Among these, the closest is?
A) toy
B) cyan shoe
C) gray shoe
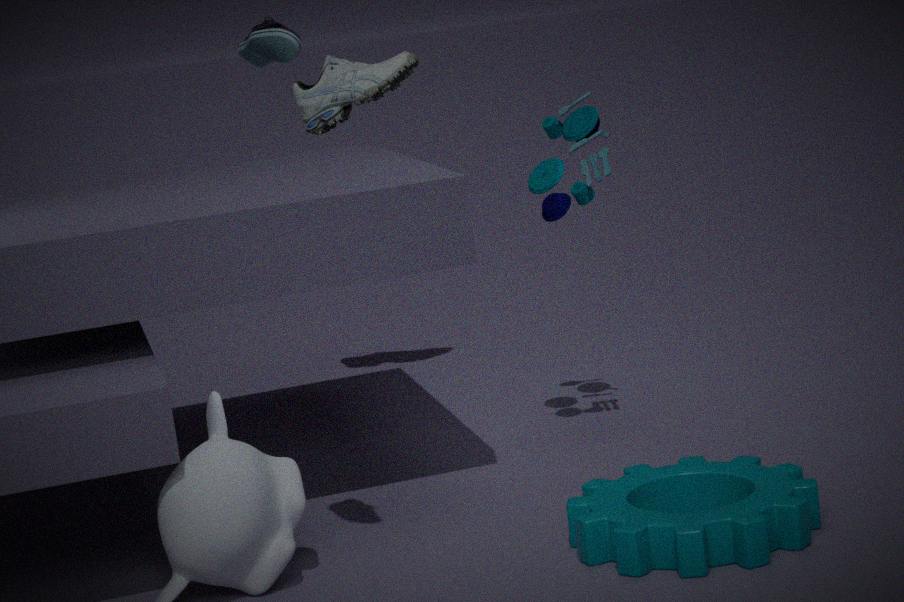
cyan shoe
